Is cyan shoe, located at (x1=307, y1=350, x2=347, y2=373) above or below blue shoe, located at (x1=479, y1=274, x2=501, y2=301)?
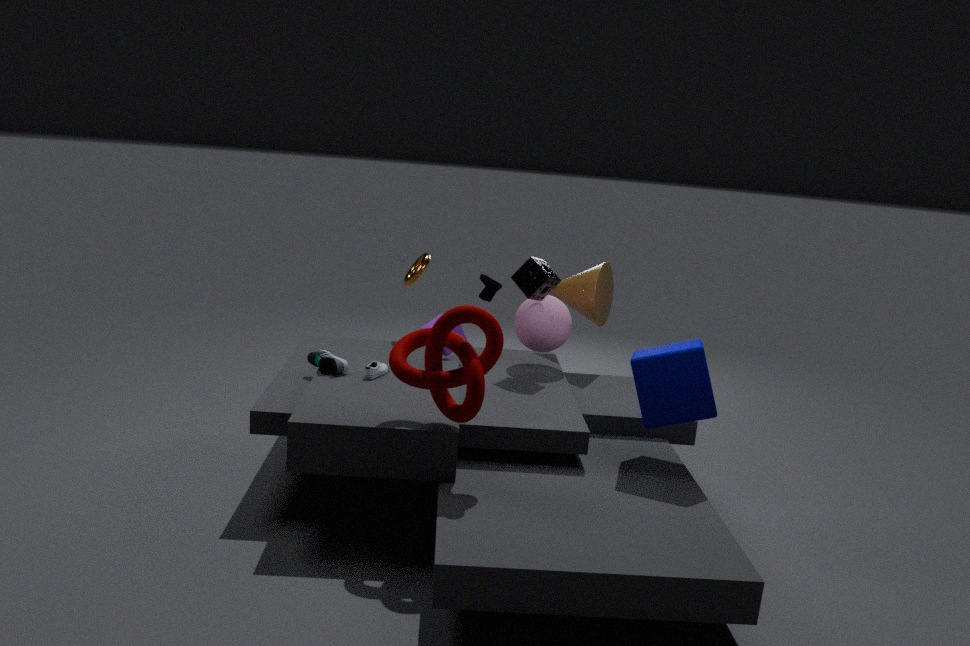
below
